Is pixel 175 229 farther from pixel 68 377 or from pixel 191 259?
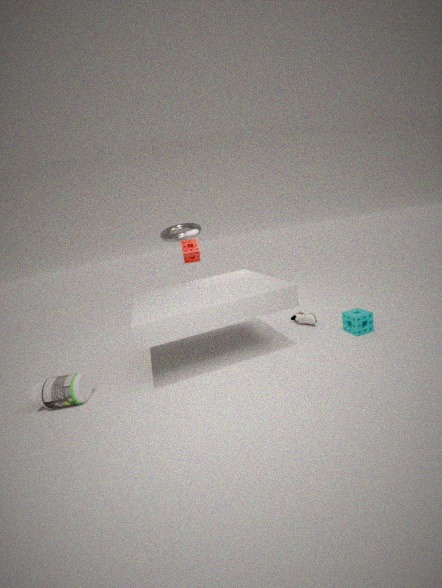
pixel 68 377
